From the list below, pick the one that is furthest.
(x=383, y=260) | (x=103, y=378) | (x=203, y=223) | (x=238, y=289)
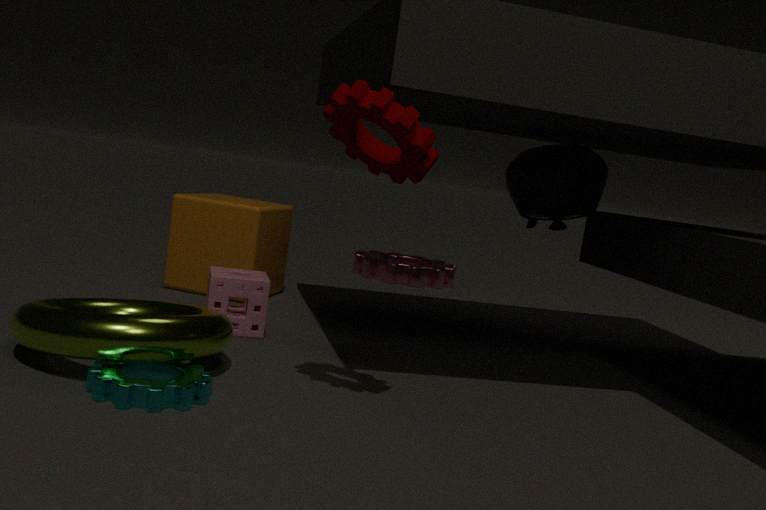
(x=383, y=260)
